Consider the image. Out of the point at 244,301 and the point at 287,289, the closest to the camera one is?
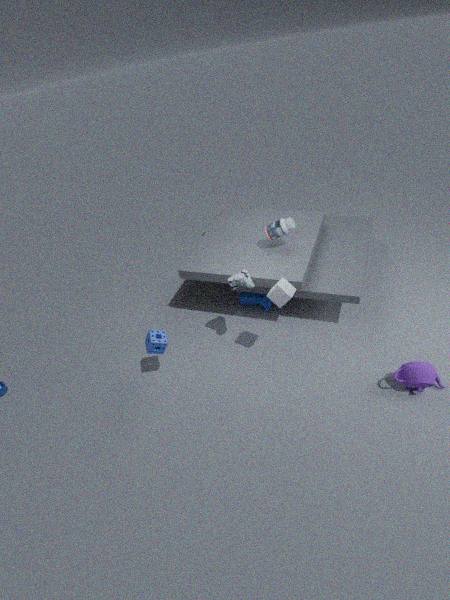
the point at 287,289
